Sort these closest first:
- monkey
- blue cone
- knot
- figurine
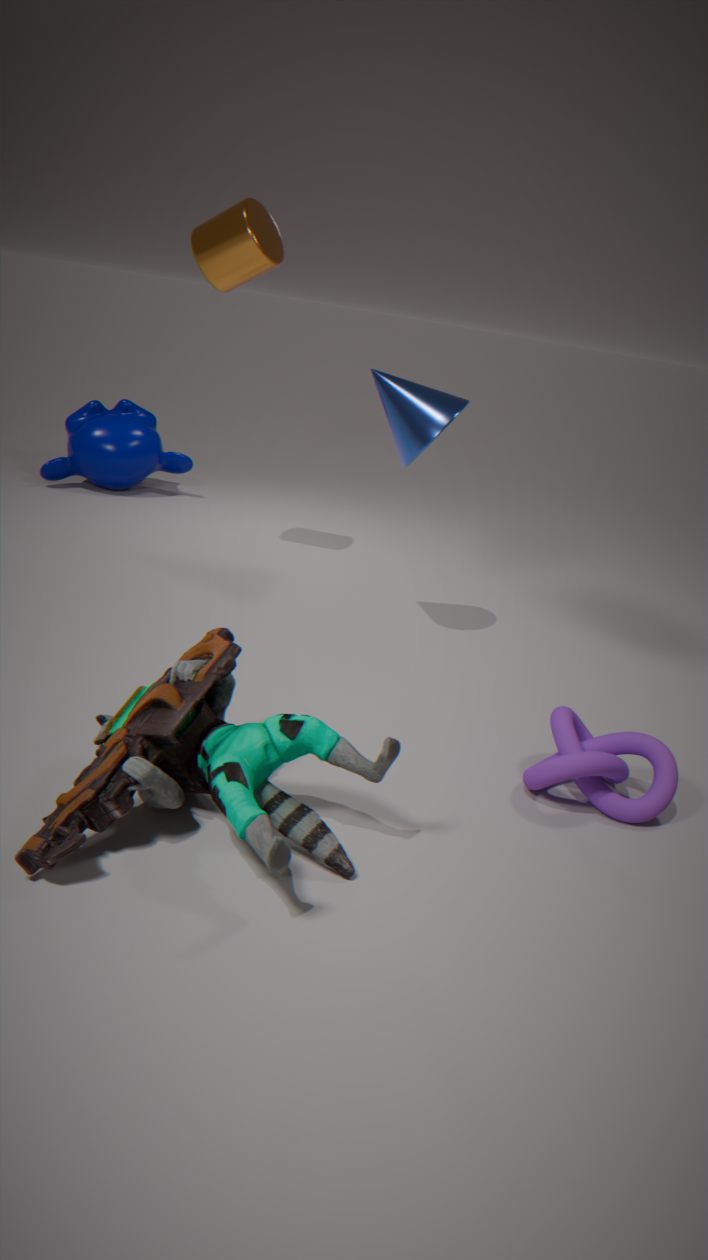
figurine
knot
blue cone
monkey
